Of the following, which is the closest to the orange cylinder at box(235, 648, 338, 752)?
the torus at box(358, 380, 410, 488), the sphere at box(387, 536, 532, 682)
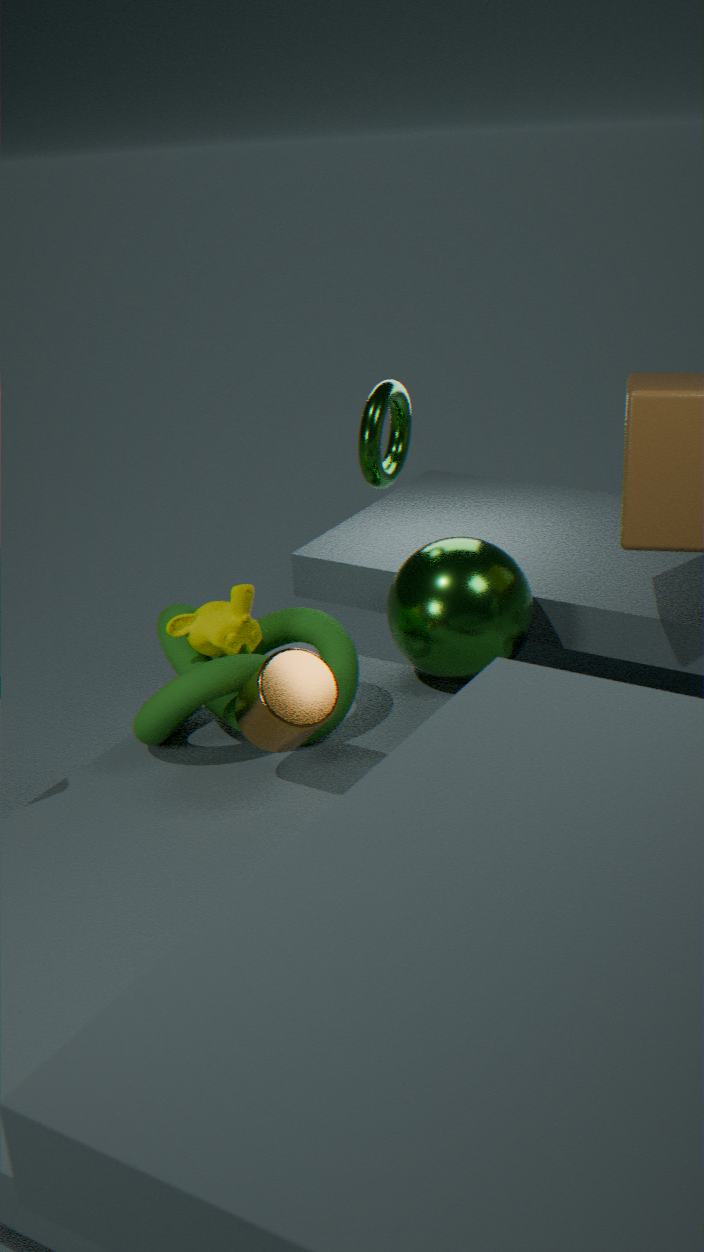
the sphere at box(387, 536, 532, 682)
